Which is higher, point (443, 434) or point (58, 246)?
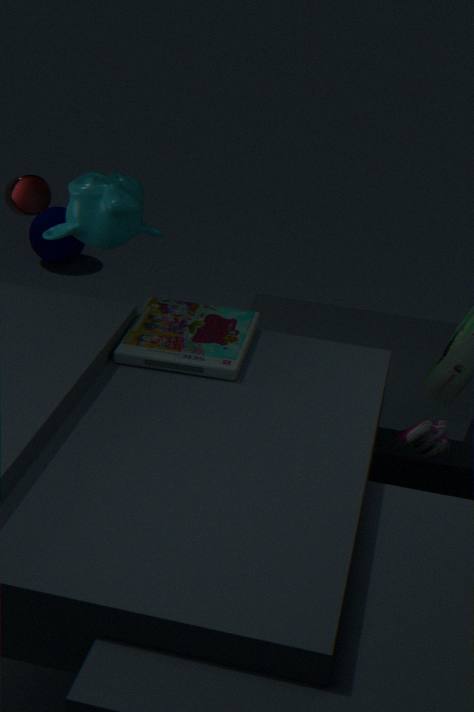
point (443, 434)
